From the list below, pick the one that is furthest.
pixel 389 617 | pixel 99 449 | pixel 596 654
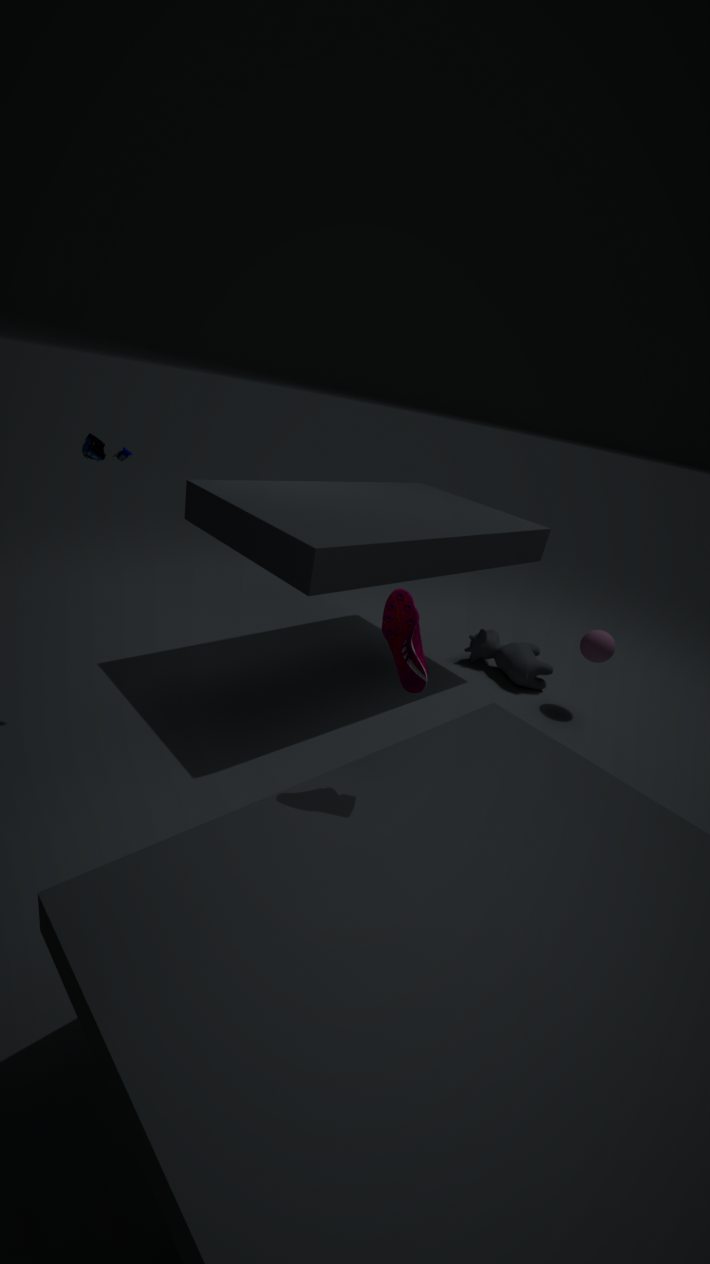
pixel 596 654
